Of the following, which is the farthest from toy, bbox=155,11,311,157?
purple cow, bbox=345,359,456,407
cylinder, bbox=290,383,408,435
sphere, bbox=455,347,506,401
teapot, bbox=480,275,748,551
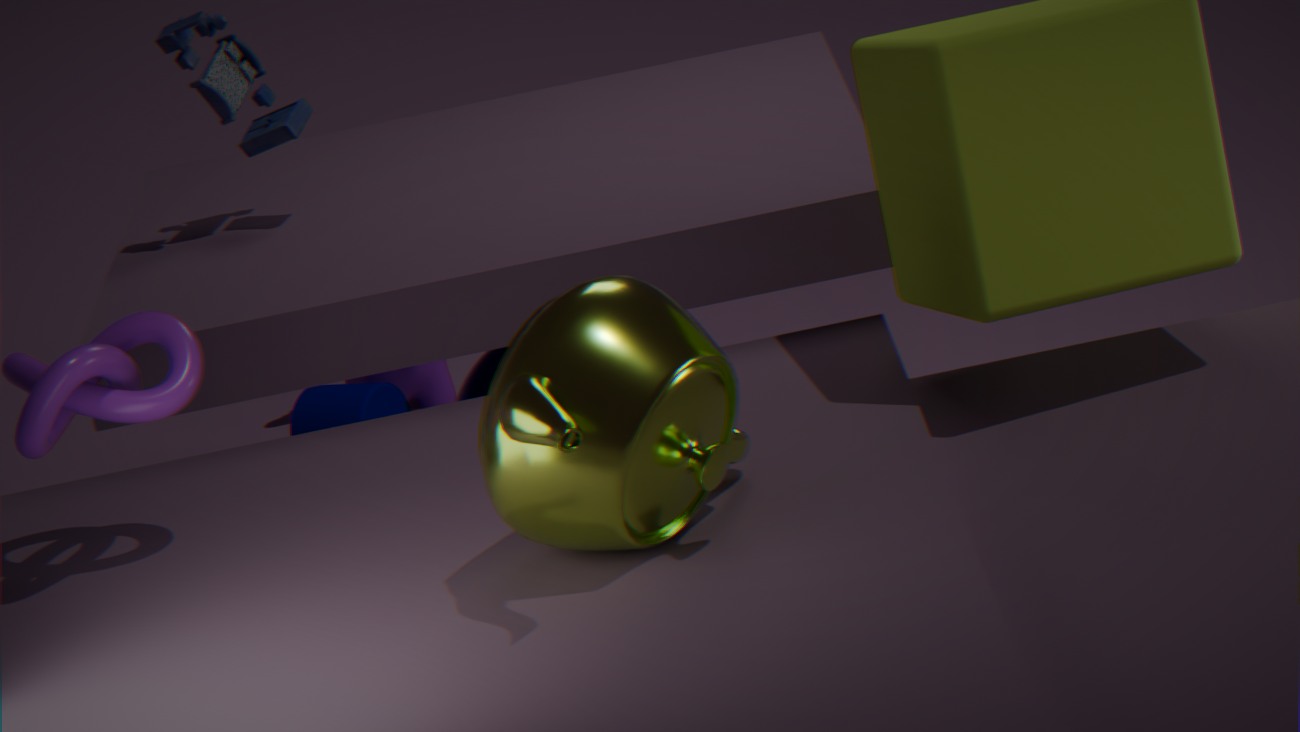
purple cow, bbox=345,359,456,407
